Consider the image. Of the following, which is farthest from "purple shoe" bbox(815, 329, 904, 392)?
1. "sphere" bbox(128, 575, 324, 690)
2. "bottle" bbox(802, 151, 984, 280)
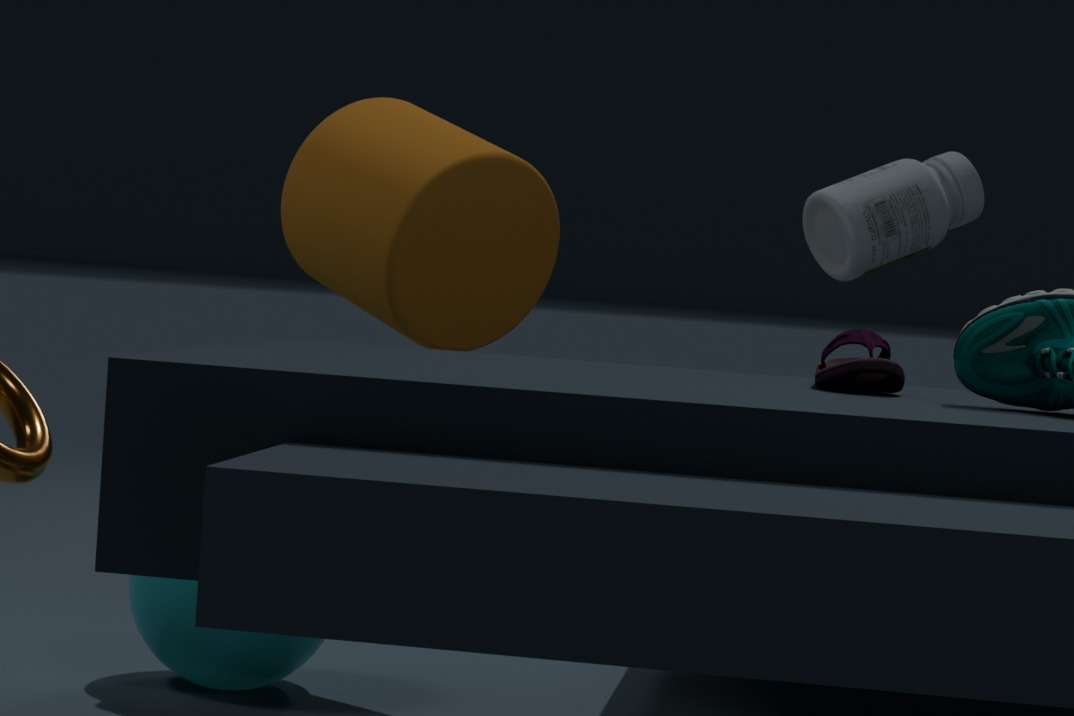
"sphere" bbox(128, 575, 324, 690)
